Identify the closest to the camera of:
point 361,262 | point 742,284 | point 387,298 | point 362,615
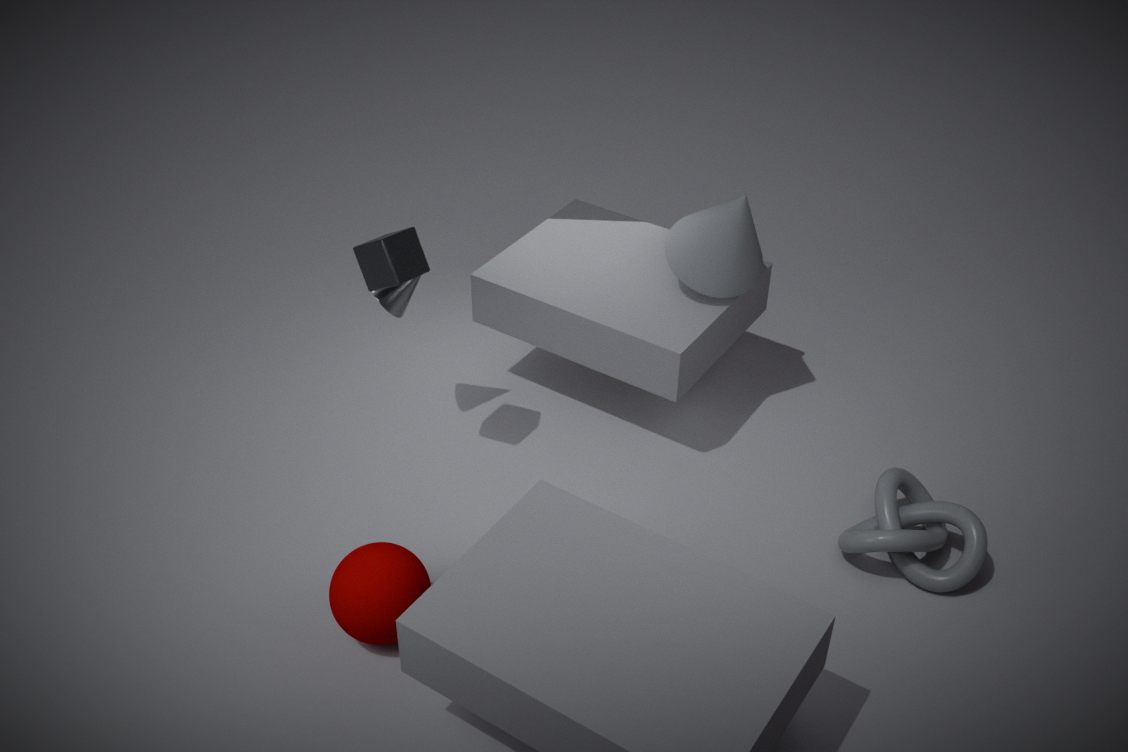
point 362,615
